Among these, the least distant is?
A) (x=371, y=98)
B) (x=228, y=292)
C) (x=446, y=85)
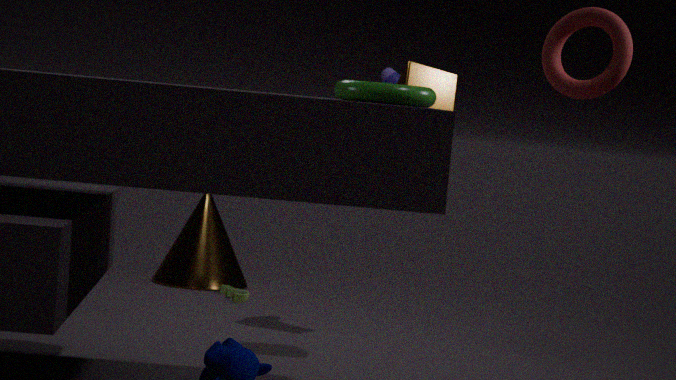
(x=371, y=98)
